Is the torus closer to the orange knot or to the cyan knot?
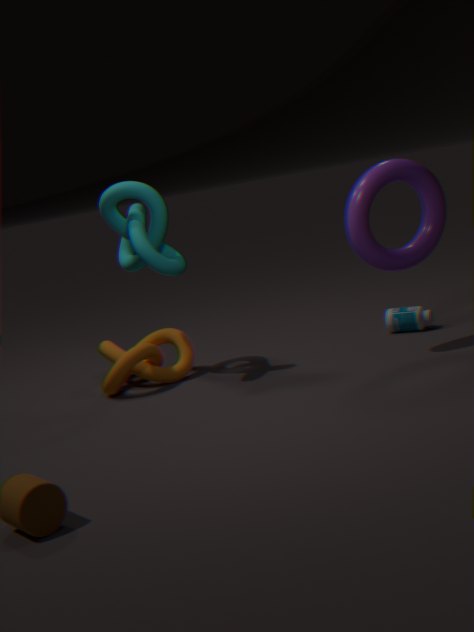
the cyan knot
